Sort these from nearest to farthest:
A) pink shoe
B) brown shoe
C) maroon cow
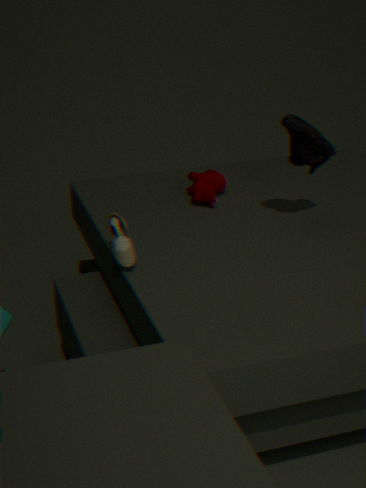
brown shoe
pink shoe
maroon cow
